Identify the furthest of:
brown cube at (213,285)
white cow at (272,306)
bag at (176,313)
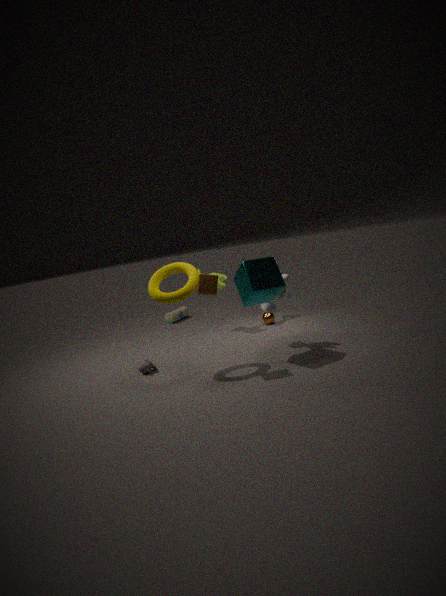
bag at (176,313)
